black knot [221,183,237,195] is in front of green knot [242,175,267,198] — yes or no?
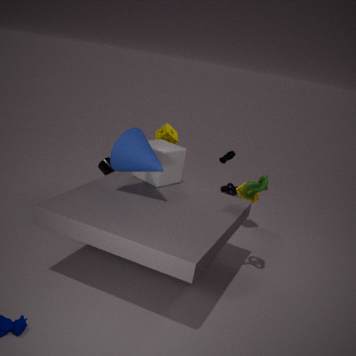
No
